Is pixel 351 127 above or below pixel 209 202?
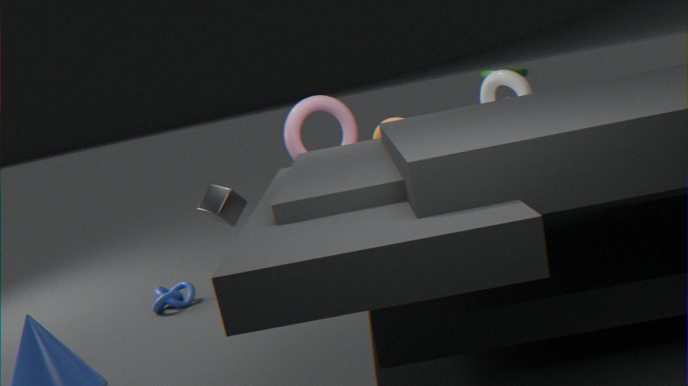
above
